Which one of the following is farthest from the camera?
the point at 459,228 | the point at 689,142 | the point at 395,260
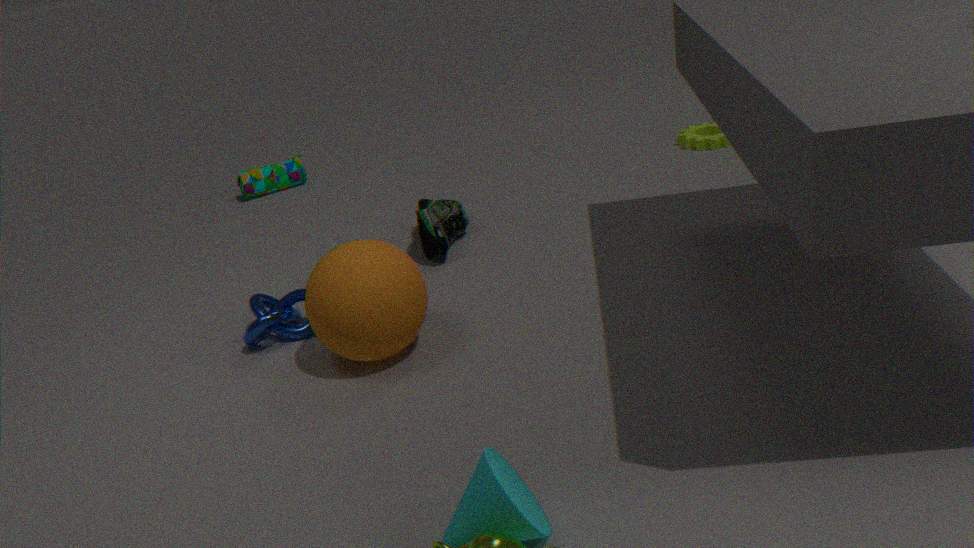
the point at 689,142
